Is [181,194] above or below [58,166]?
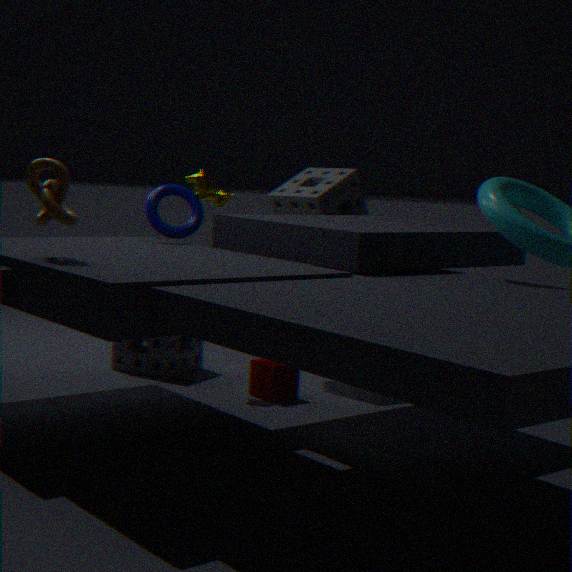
below
